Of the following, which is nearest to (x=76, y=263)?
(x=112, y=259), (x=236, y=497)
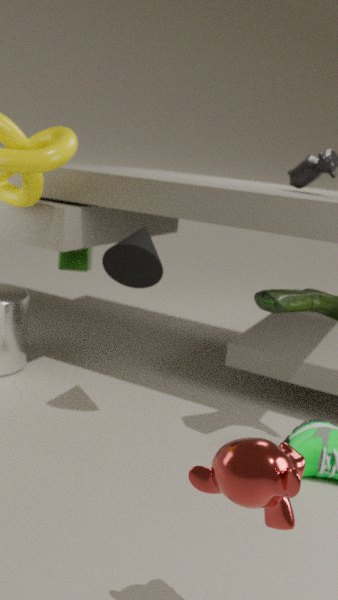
(x=112, y=259)
